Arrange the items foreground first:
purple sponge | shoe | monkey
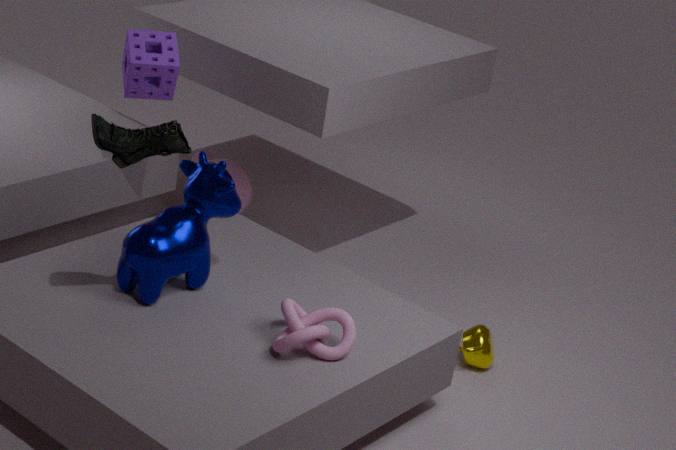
shoe
purple sponge
monkey
